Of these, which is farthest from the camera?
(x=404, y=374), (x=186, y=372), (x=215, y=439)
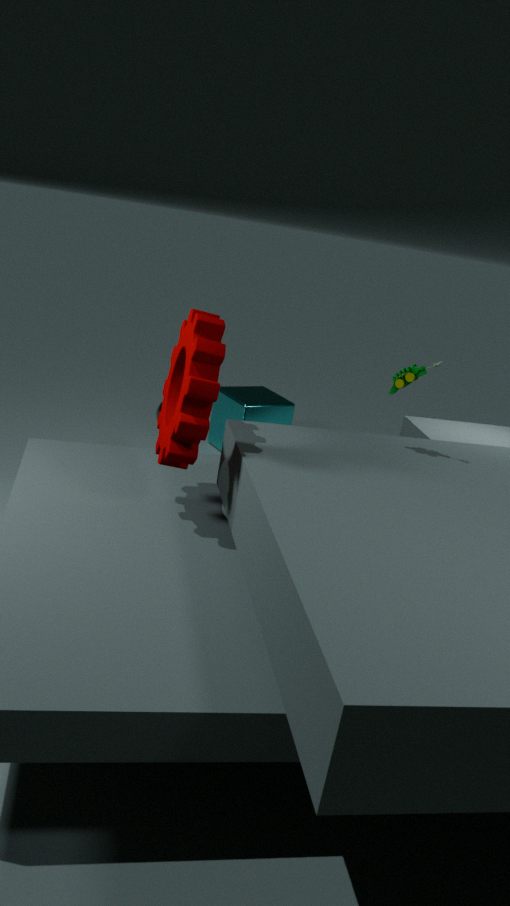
(x=215, y=439)
